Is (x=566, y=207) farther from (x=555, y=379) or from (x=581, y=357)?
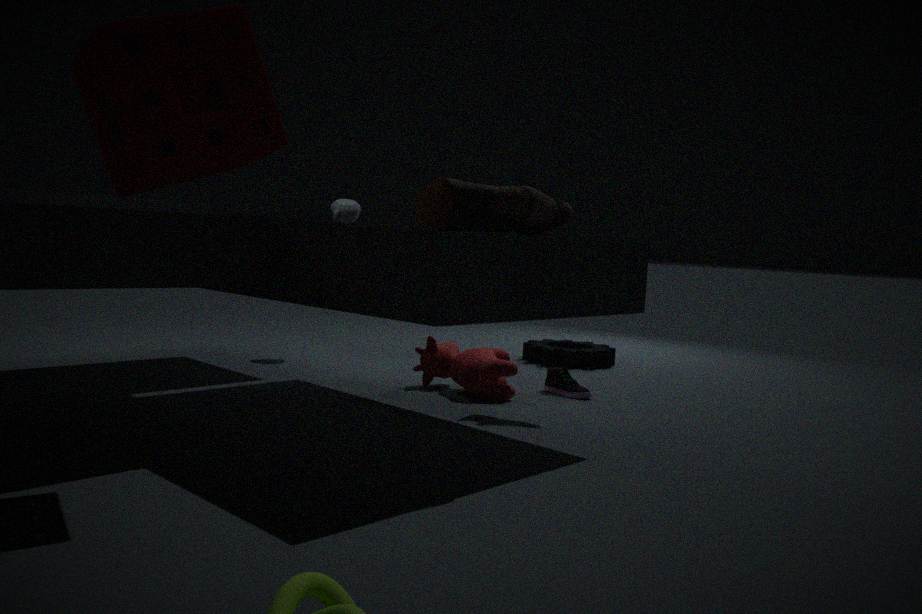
(x=581, y=357)
